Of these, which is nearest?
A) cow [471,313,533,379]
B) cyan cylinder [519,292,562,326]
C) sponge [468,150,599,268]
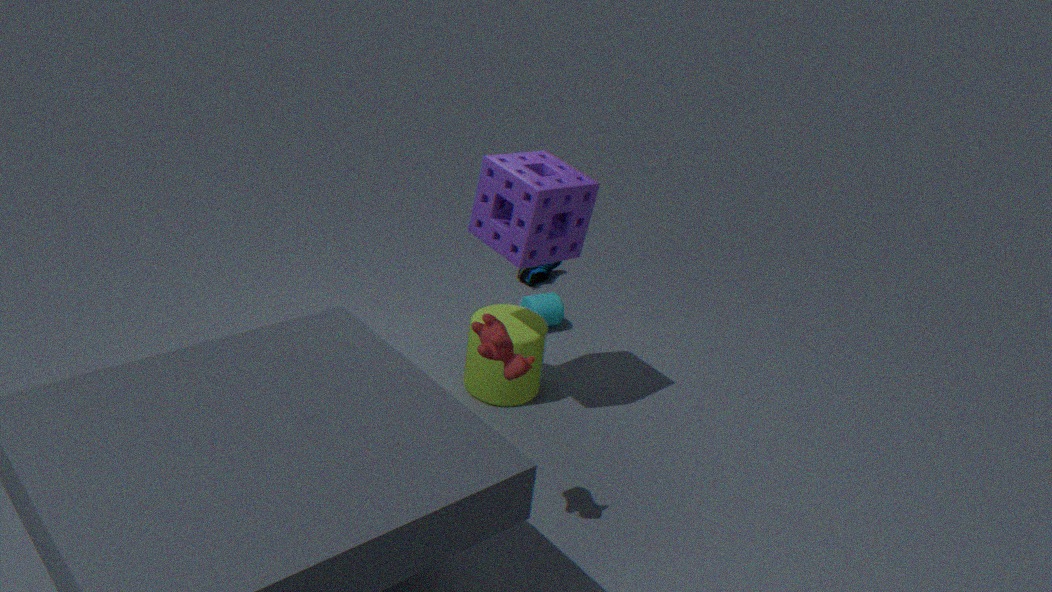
cow [471,313,533,379]
